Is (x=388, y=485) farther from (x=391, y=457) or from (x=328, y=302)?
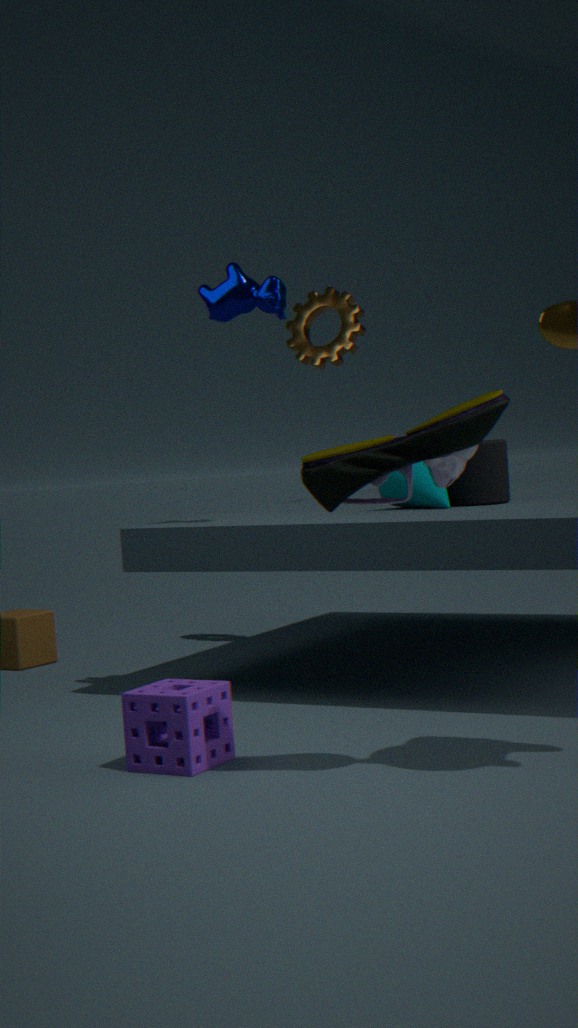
(x=391, y=457)
